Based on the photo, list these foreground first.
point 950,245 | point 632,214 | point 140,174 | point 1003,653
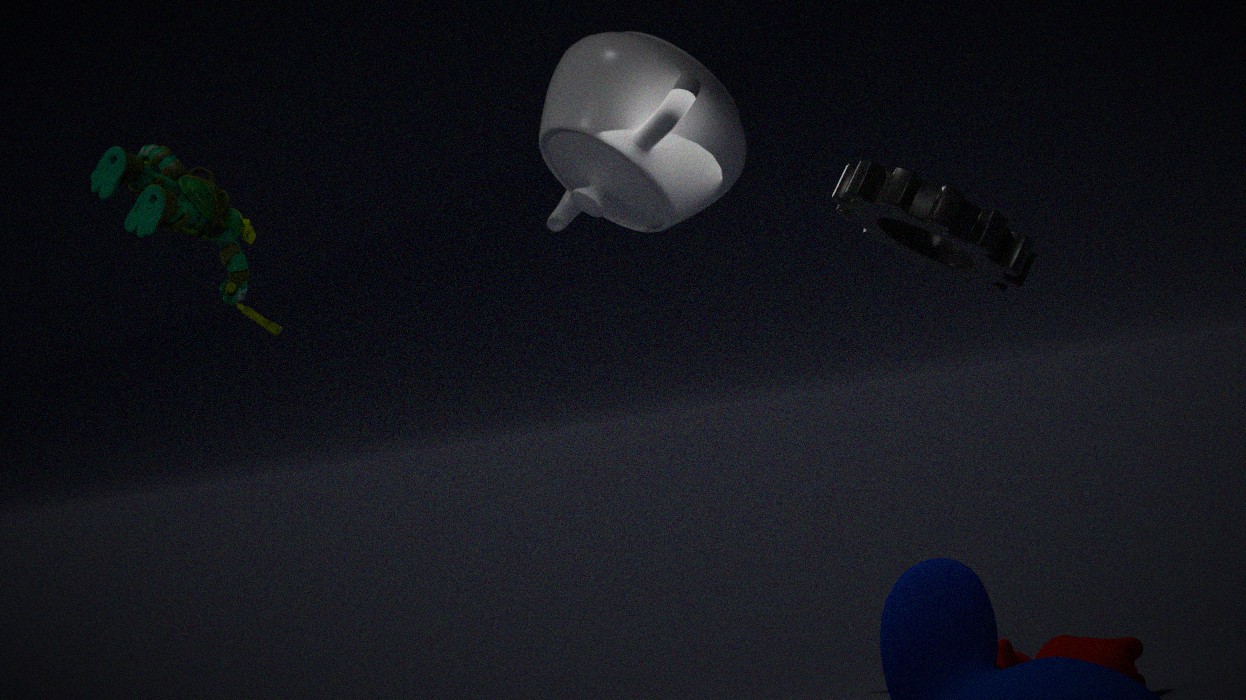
point 140,174, point 950,245, point 1003,653, point 632,214
